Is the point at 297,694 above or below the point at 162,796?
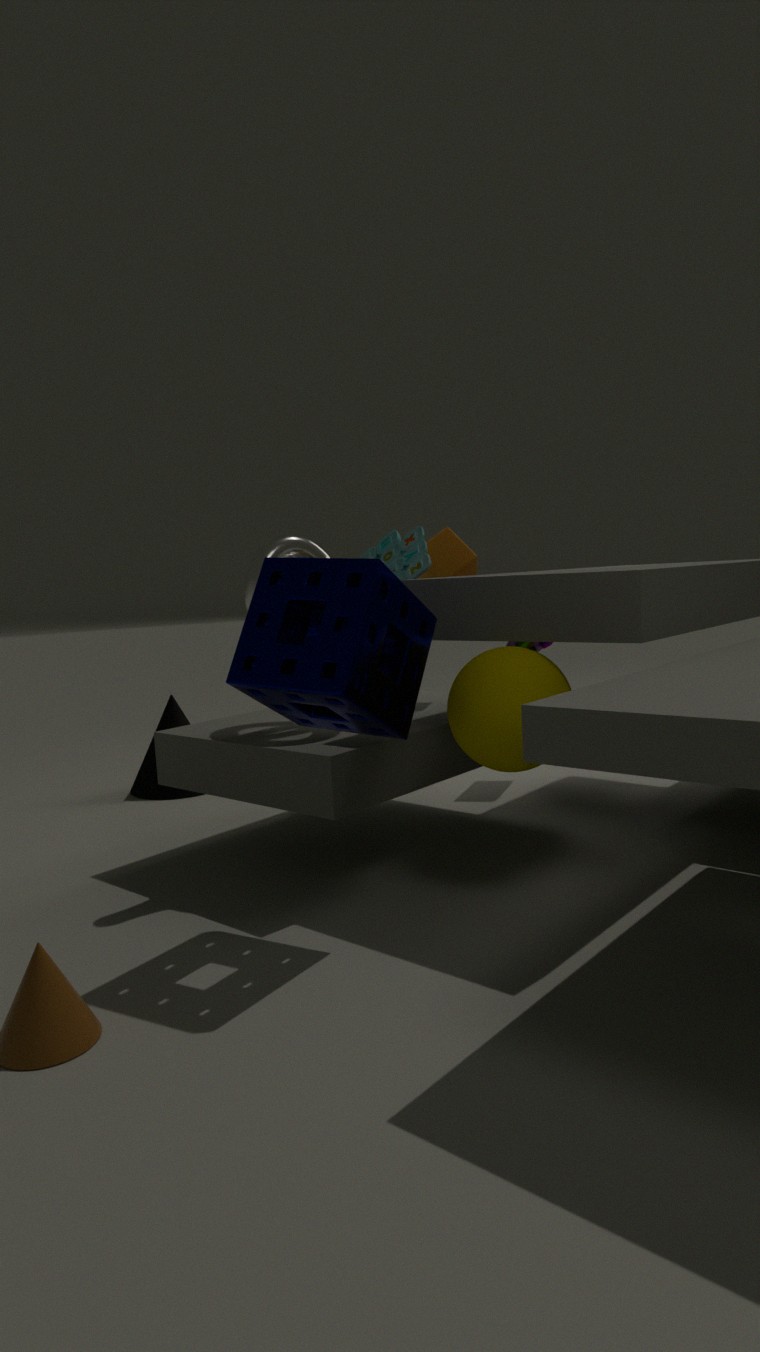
above
